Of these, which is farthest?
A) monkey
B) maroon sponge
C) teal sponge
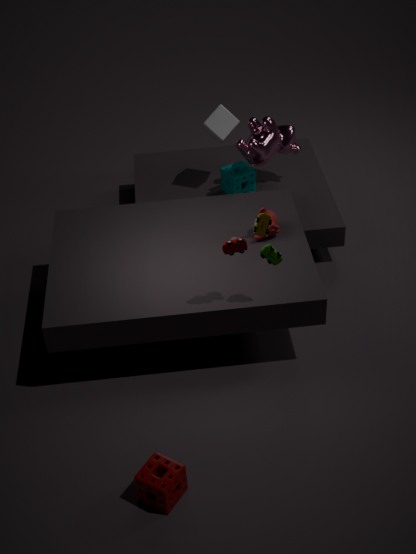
teal sponge
